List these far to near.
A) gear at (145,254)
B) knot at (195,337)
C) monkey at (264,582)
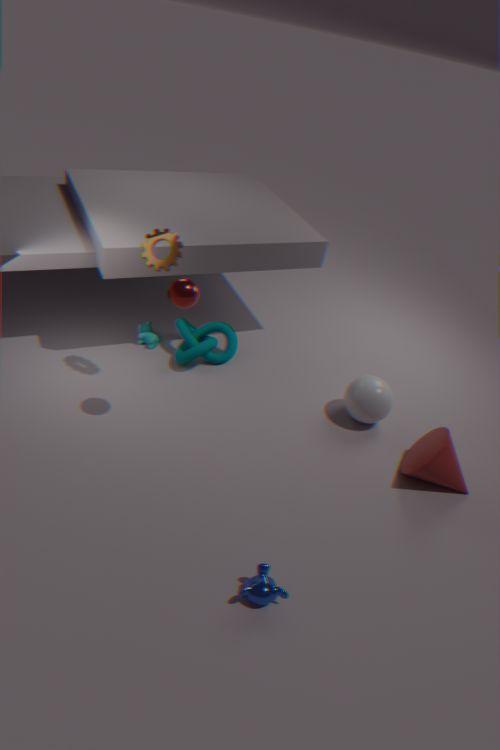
knot at (195,337), gear at (145,254), monkey at (264,582)
